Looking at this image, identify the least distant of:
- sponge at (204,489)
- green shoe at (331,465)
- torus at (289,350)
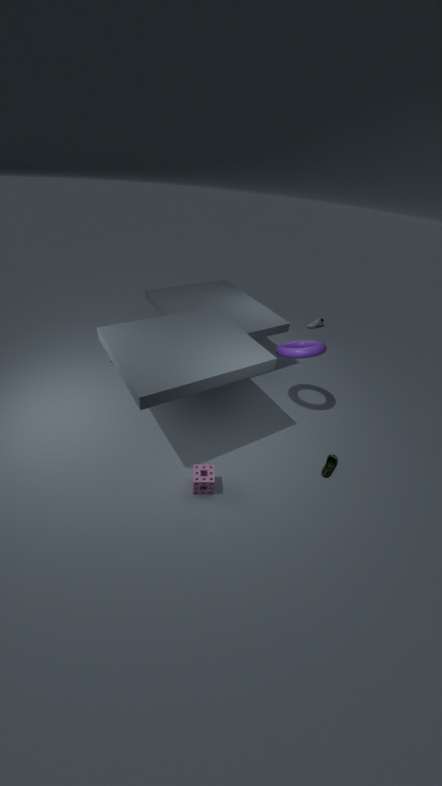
sponge at (204,489)
